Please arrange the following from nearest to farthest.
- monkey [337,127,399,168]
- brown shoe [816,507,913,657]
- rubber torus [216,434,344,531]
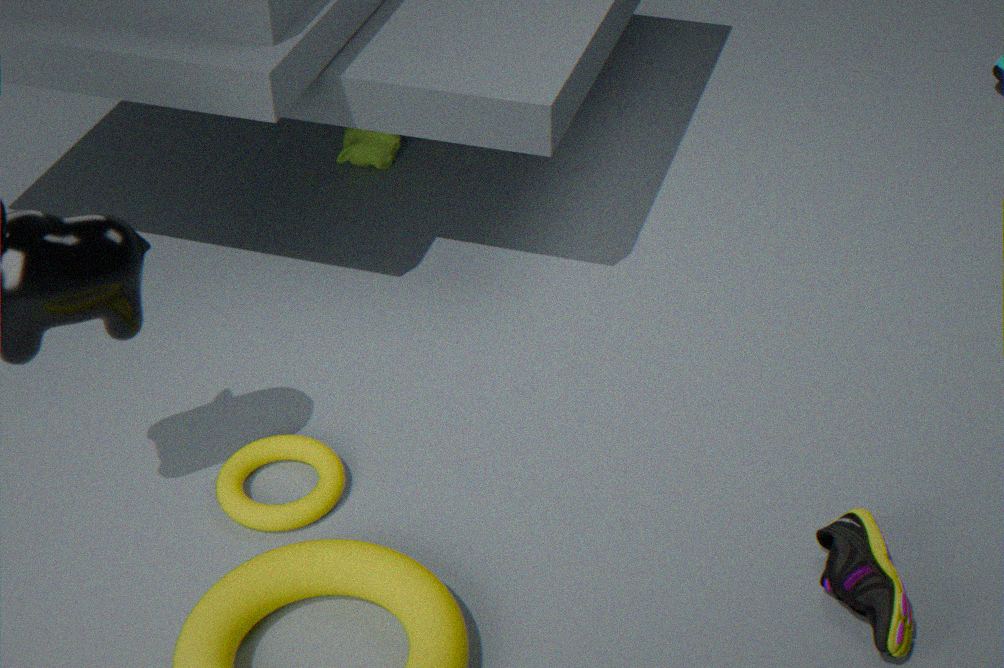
1. brown shoe [816,507,913,657]
2. rubber torus [216,434,344,531]
3. monkey [337,127,399,168]
